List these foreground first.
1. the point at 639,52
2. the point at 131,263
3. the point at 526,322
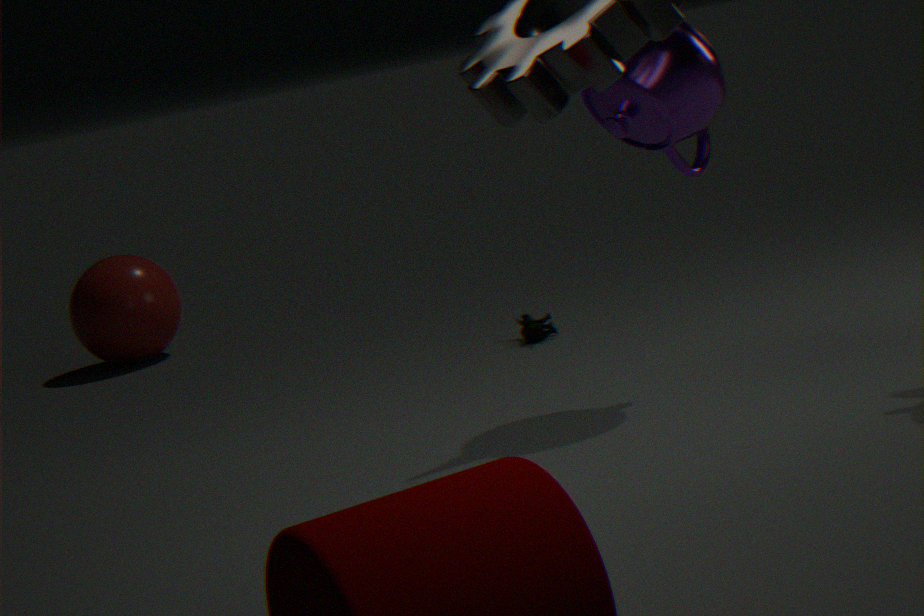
1. the point at 639,52
2. the point at 526,322
3. the point at 131,263
